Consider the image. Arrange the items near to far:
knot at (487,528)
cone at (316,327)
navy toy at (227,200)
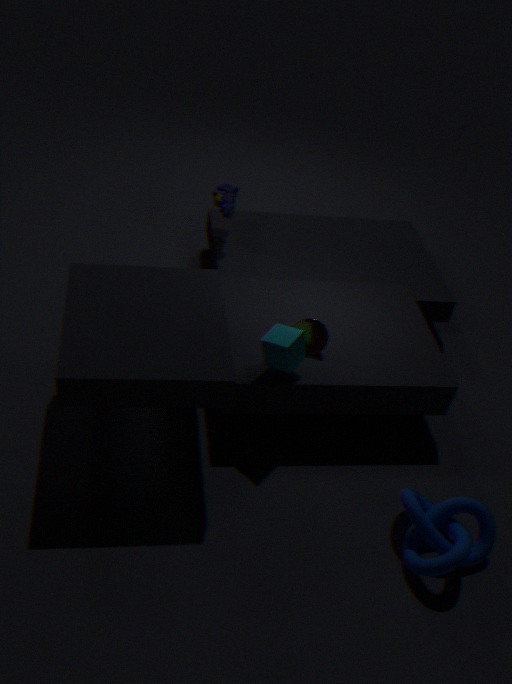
1. knot at (487,528)
2. cone at (316,327)
3. navy toy at (227,200)
